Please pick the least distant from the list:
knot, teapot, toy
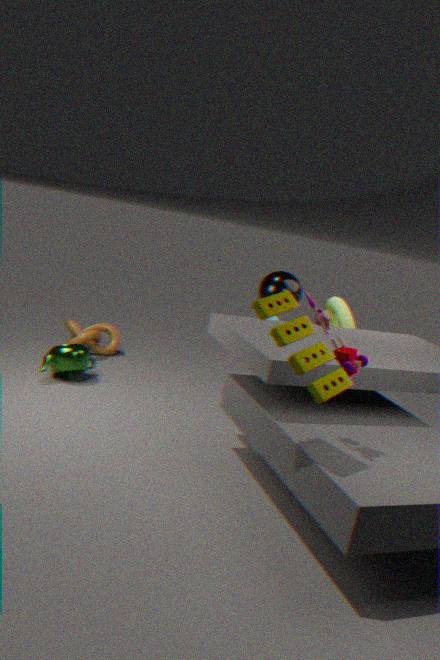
toy
